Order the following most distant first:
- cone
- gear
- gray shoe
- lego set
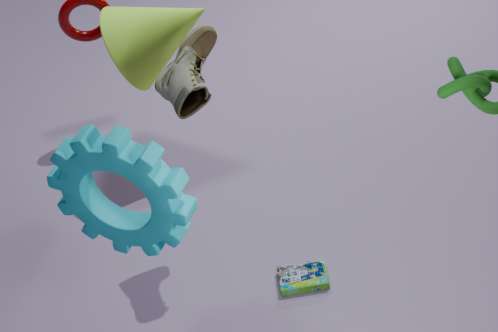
cone → lego set → gray shoe → gear
